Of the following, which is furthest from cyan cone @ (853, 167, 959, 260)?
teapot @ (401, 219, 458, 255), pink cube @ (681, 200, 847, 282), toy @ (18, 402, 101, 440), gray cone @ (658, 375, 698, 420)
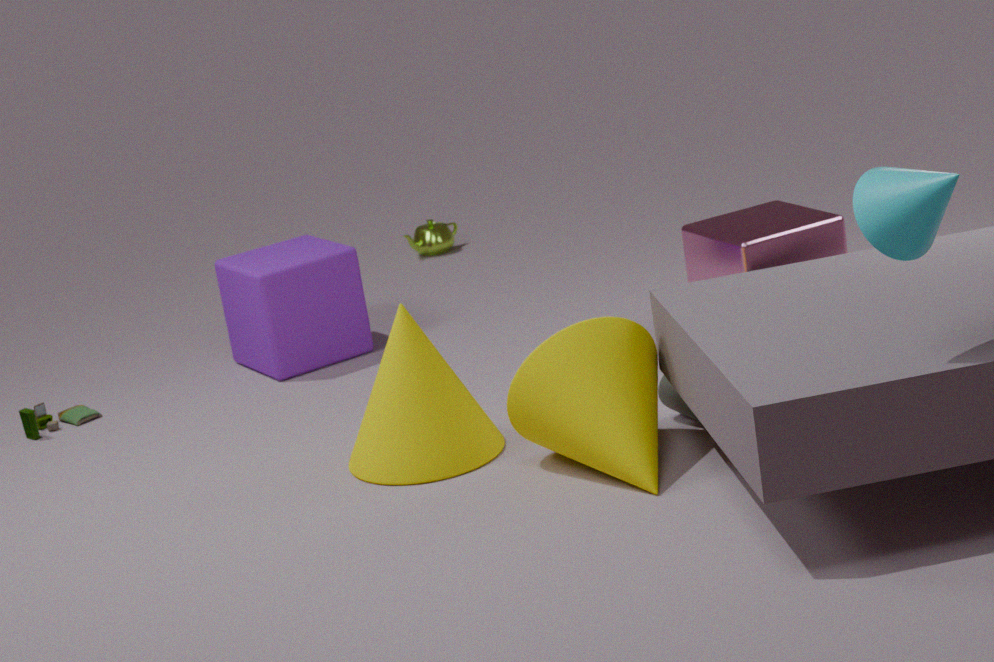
teapot @ (401, 219, 458, 255)
